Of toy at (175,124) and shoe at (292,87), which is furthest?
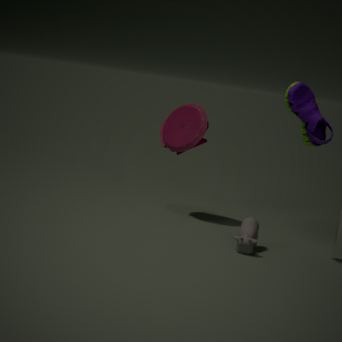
toy at (175,124)
